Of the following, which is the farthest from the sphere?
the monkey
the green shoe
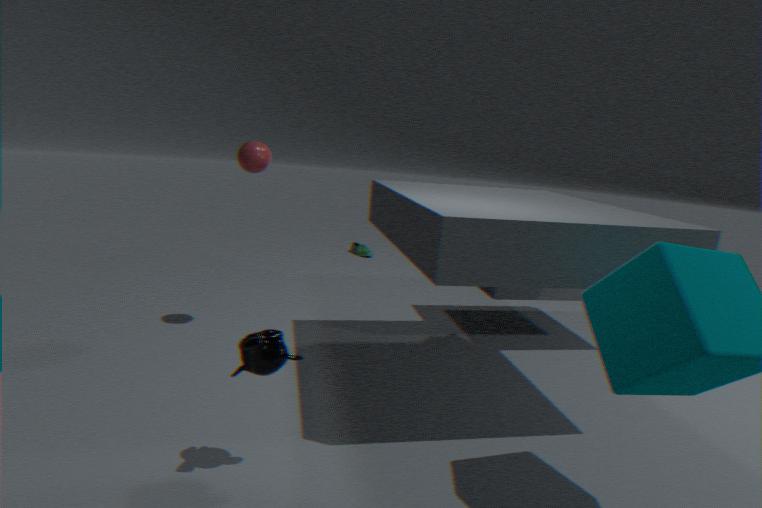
the green shoe
